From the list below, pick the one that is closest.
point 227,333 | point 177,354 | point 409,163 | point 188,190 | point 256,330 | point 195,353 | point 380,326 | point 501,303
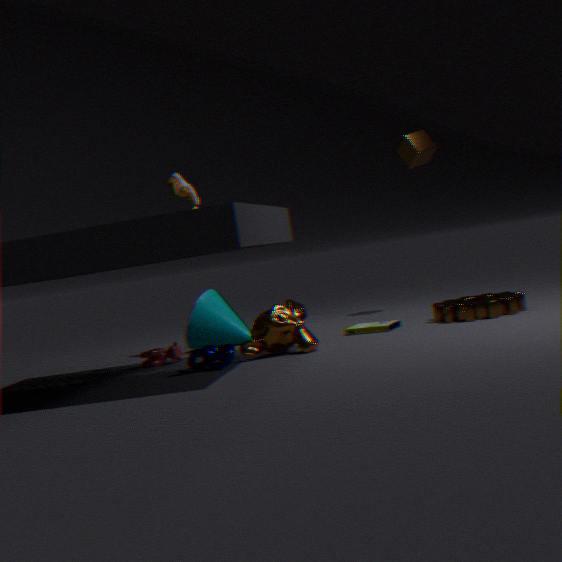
point 195,353
